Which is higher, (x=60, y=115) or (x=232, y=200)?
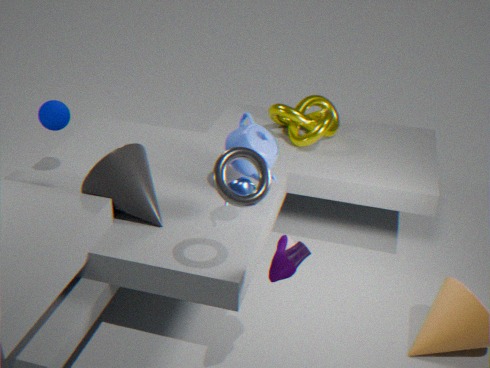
(x=232, y=200)
